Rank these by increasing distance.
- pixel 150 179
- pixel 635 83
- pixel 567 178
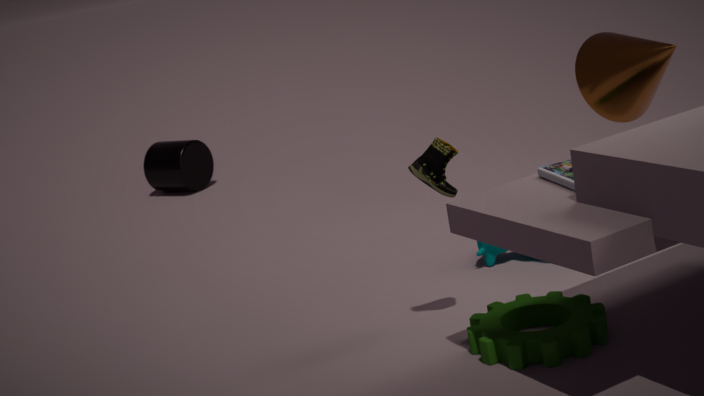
pixel 567 178 → pixel 635 83 → pixel 150 179
